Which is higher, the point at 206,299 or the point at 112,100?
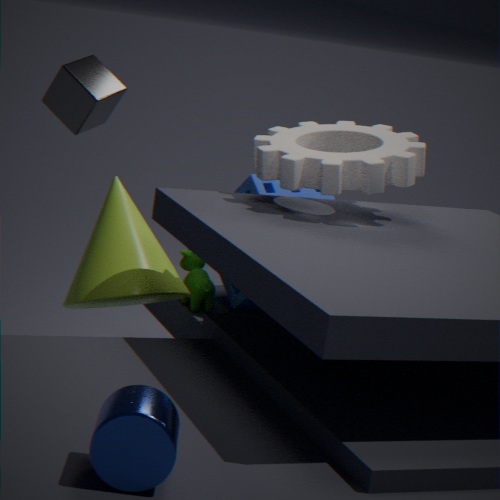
the point at 112,100
